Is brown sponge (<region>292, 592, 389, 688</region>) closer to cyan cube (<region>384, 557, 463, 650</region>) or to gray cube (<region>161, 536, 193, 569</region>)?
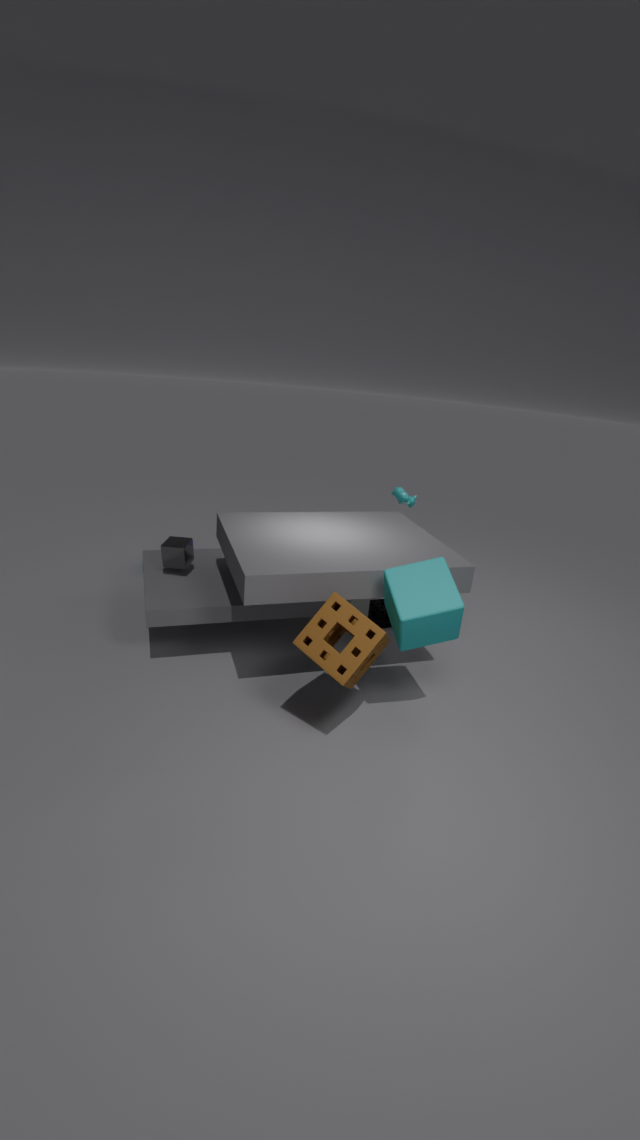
cyan cube (<region>384, 557, 463, 650</region>)
